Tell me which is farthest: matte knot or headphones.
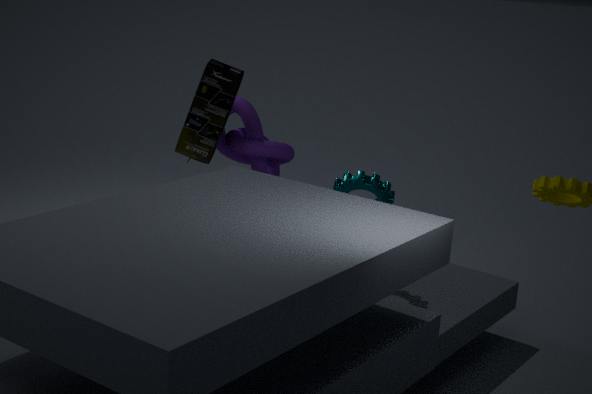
matte knot
